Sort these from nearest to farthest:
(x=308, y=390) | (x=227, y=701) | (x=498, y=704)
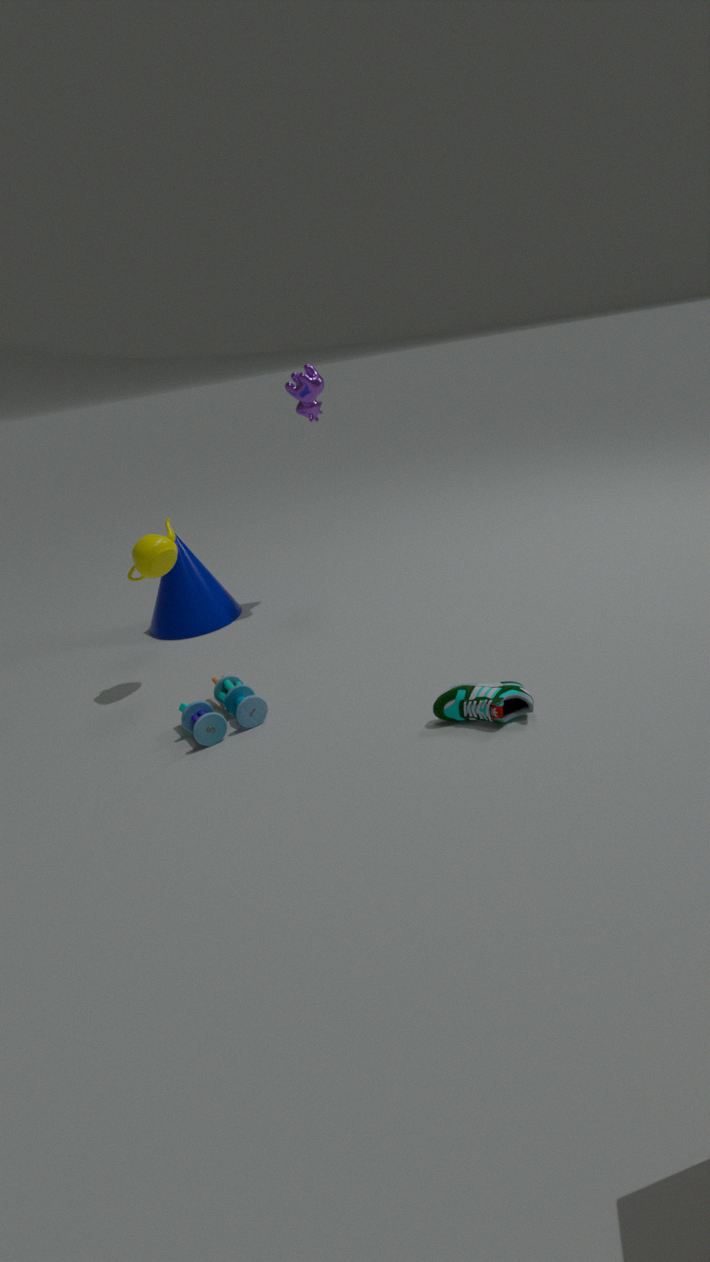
1. (x=498, y=704)
2. (x=227, y=701)
3. (x=308, y=390)
